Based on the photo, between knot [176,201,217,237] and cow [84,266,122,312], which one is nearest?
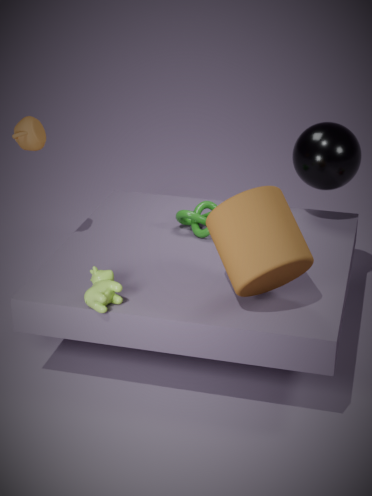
cow [84,266,122,312]
